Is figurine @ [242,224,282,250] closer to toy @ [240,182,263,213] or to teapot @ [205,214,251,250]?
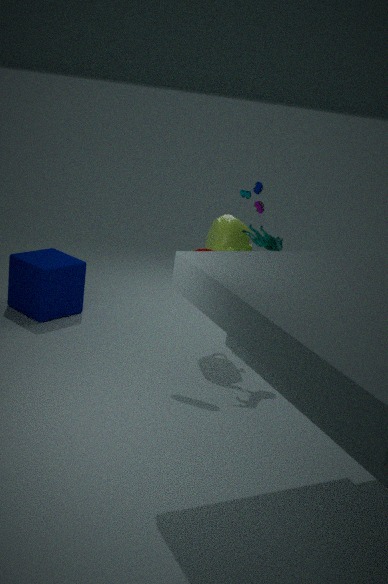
teapot @ [205,214,251,250]
